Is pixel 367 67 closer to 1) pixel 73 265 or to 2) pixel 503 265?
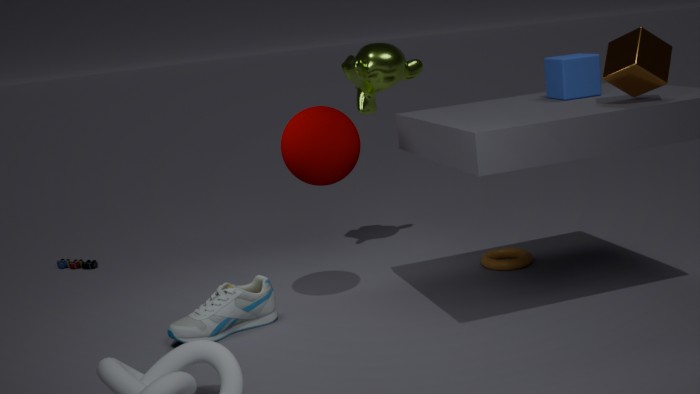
2) pixel 503 265
